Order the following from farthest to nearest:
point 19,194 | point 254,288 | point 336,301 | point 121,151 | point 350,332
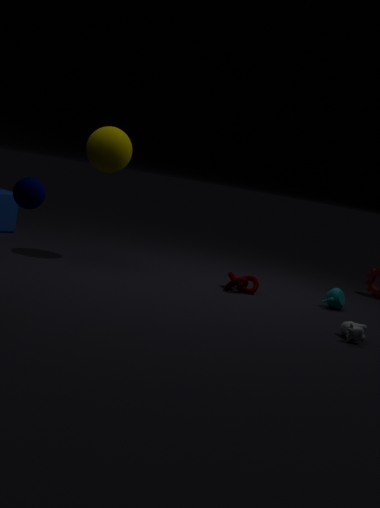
point 254,288, point 121,151, point 336,301, point 350,332, point 19,194
